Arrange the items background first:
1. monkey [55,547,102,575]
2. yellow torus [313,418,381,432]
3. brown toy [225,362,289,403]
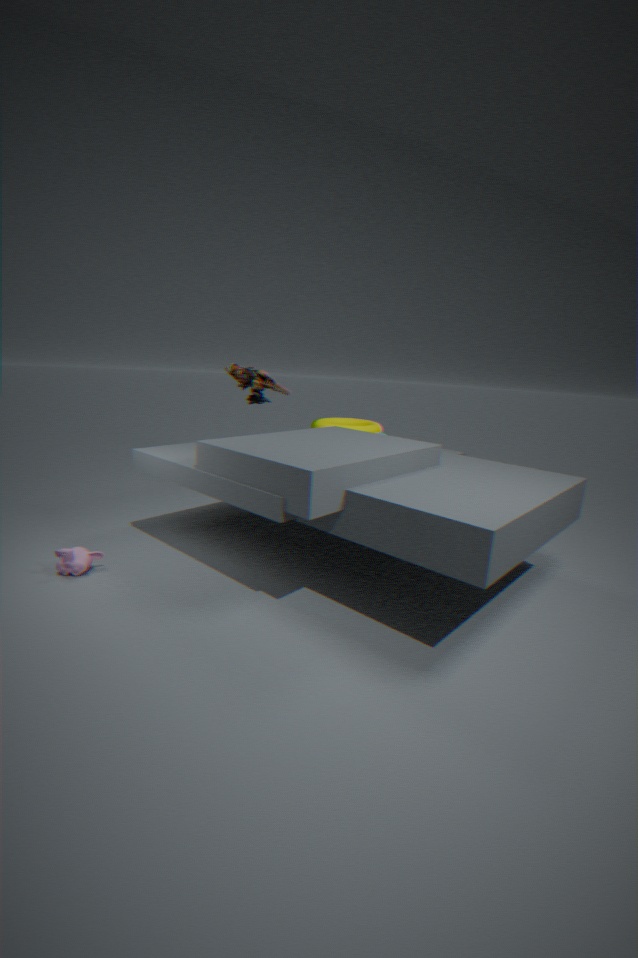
brown toy [225,362,289,403], yellow torus [313,418,381,432], monkey [55,547,102,575]
